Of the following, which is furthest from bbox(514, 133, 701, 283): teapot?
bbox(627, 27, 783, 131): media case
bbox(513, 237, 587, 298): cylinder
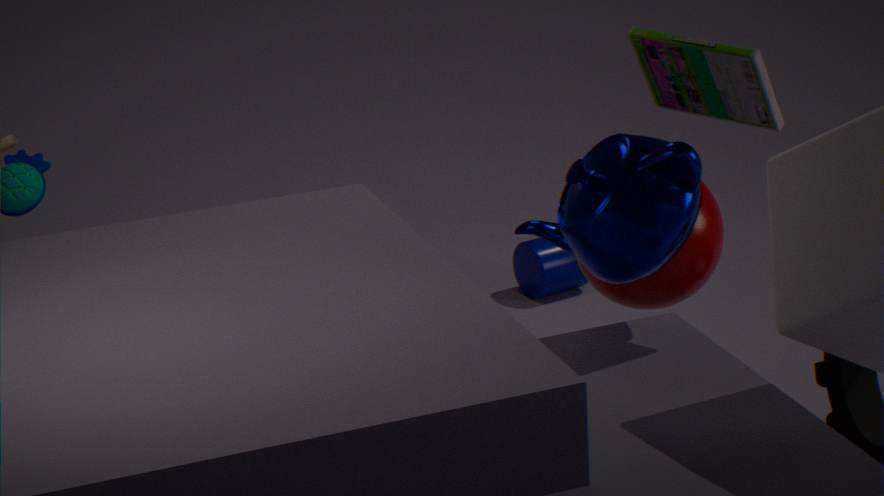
bbox(513, 237, 587, 298): cylinder
